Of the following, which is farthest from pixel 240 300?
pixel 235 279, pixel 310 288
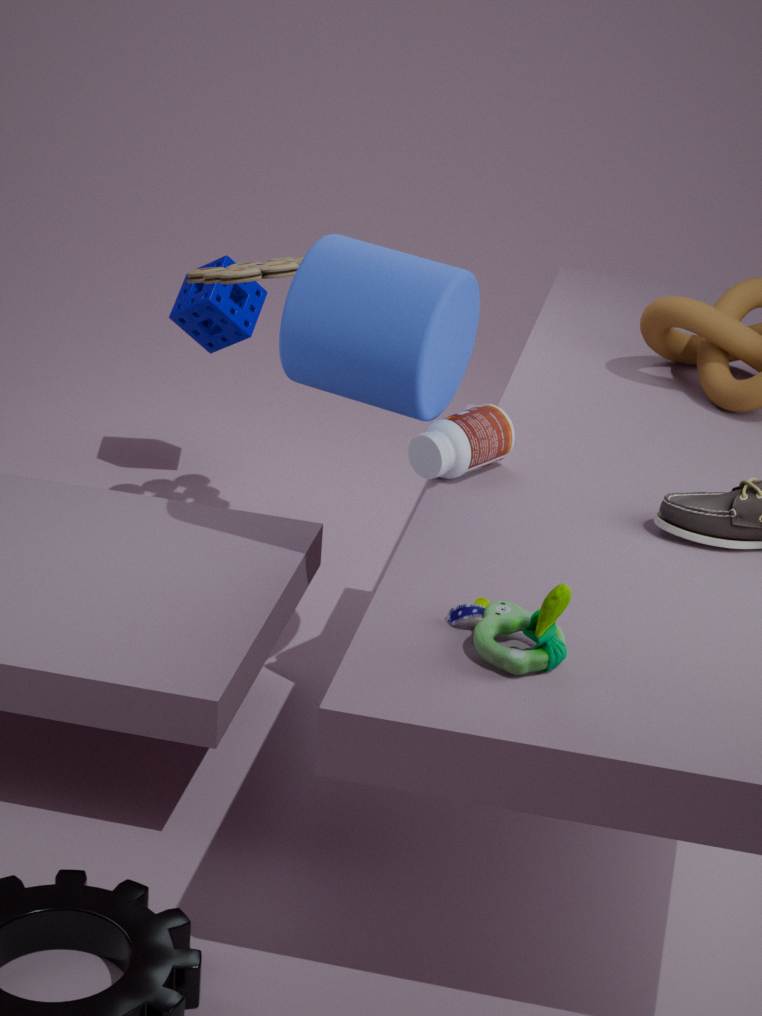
pixel 310 288
